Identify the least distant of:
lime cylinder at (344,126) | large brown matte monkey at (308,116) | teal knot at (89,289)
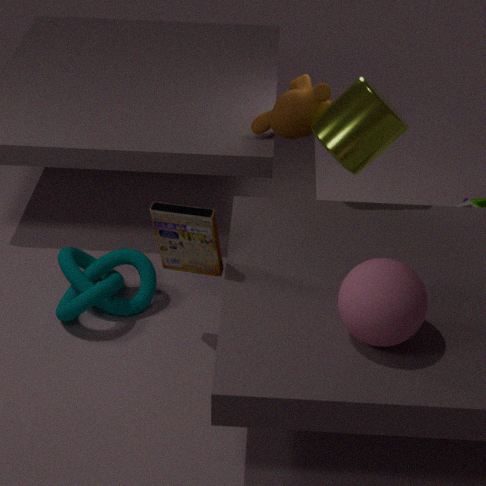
lime cylinder at (344,126)
